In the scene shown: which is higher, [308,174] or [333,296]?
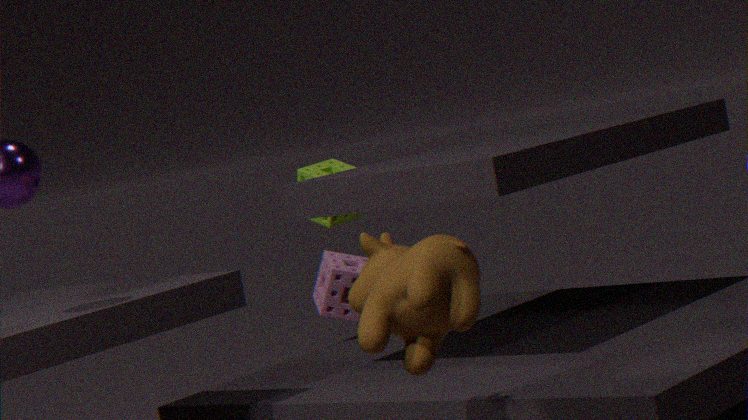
[308,174]
